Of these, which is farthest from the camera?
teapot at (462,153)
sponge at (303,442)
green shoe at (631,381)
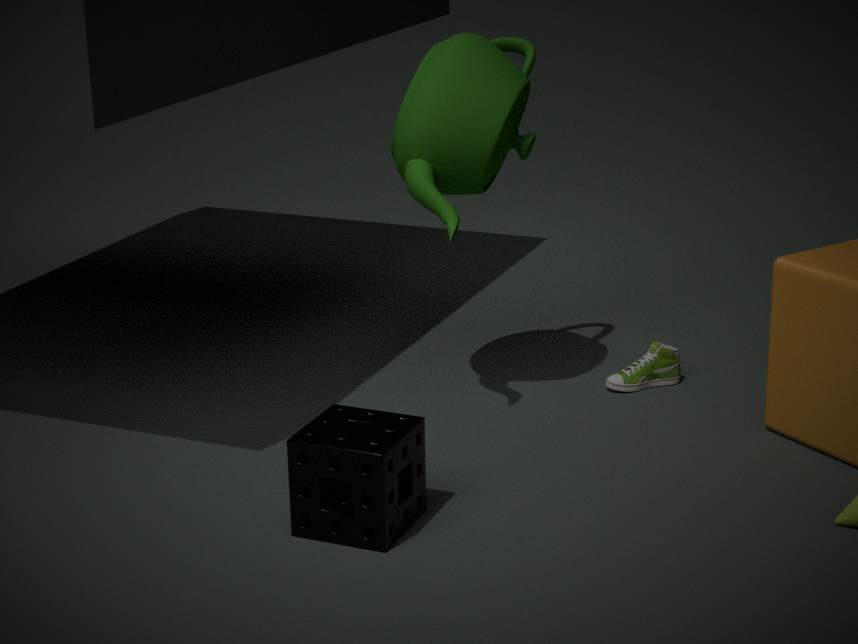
green shoe at (631,381)
